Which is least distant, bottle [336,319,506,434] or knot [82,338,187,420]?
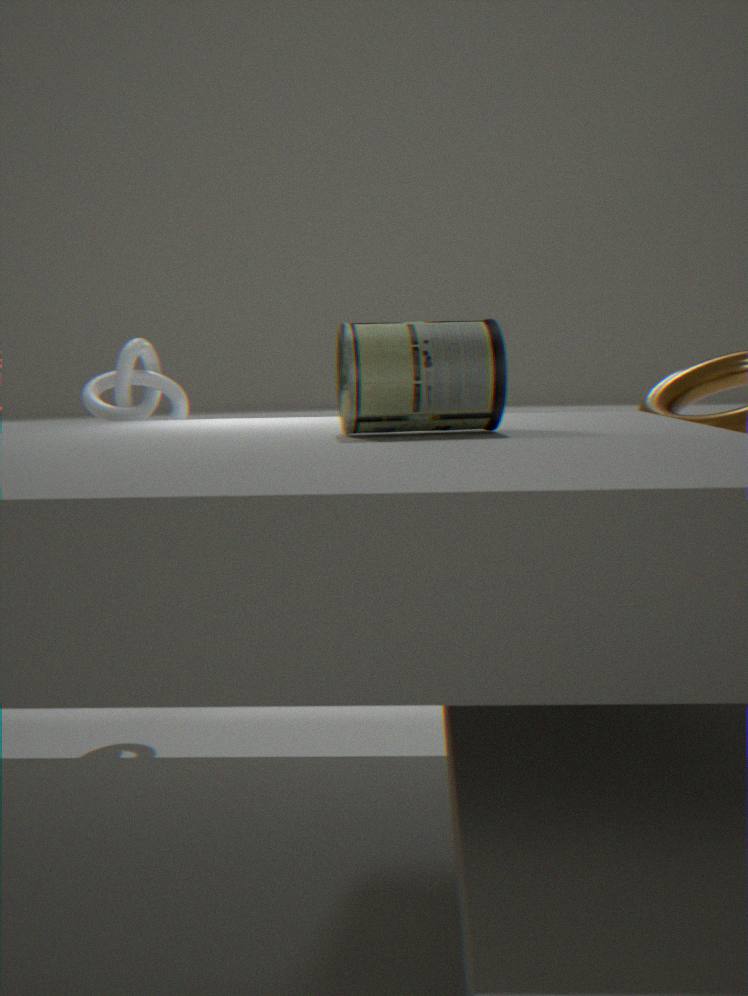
→ bottle [336,319,506,434]
